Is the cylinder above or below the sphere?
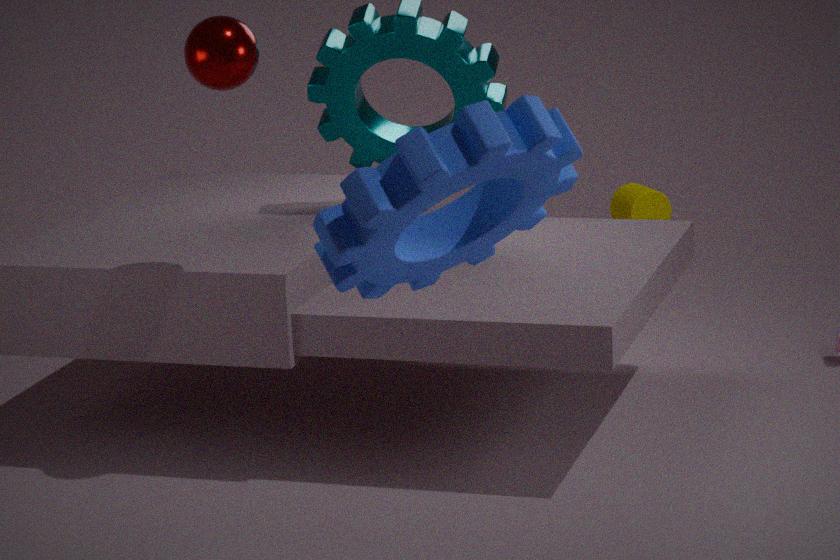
below
